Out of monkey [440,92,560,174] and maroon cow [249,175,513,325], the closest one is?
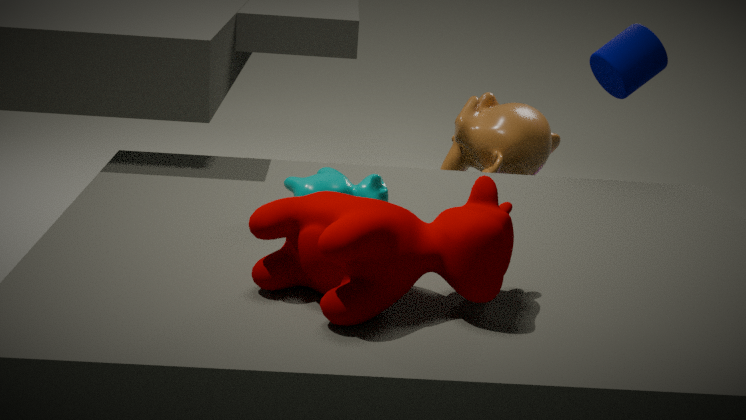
maroon cow [249,175,513,325]
